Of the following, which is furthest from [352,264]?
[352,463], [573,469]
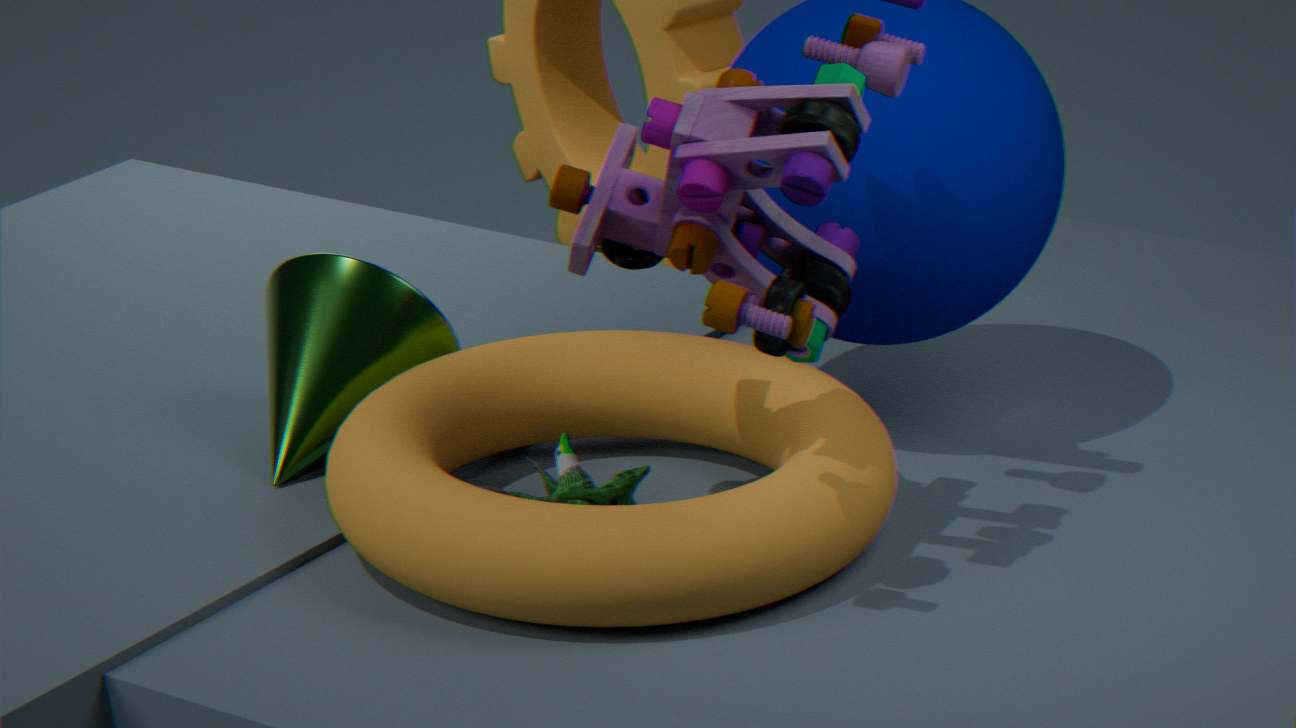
[573,469]
